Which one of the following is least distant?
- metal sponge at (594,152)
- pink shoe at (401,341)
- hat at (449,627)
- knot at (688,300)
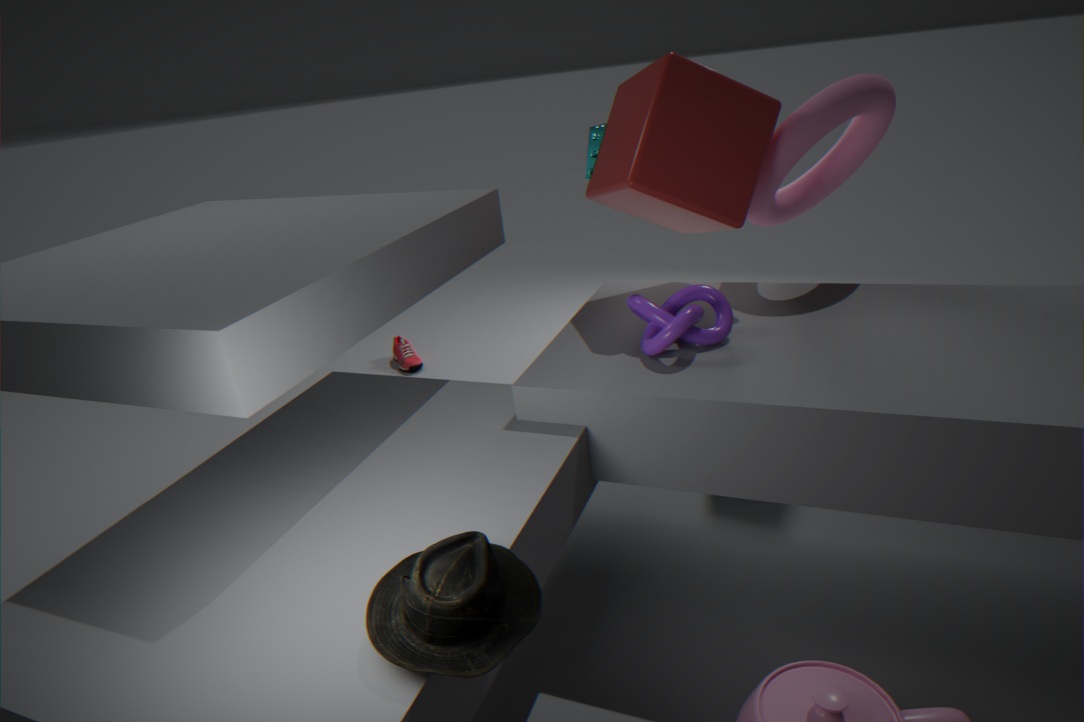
hat at (449,627)
